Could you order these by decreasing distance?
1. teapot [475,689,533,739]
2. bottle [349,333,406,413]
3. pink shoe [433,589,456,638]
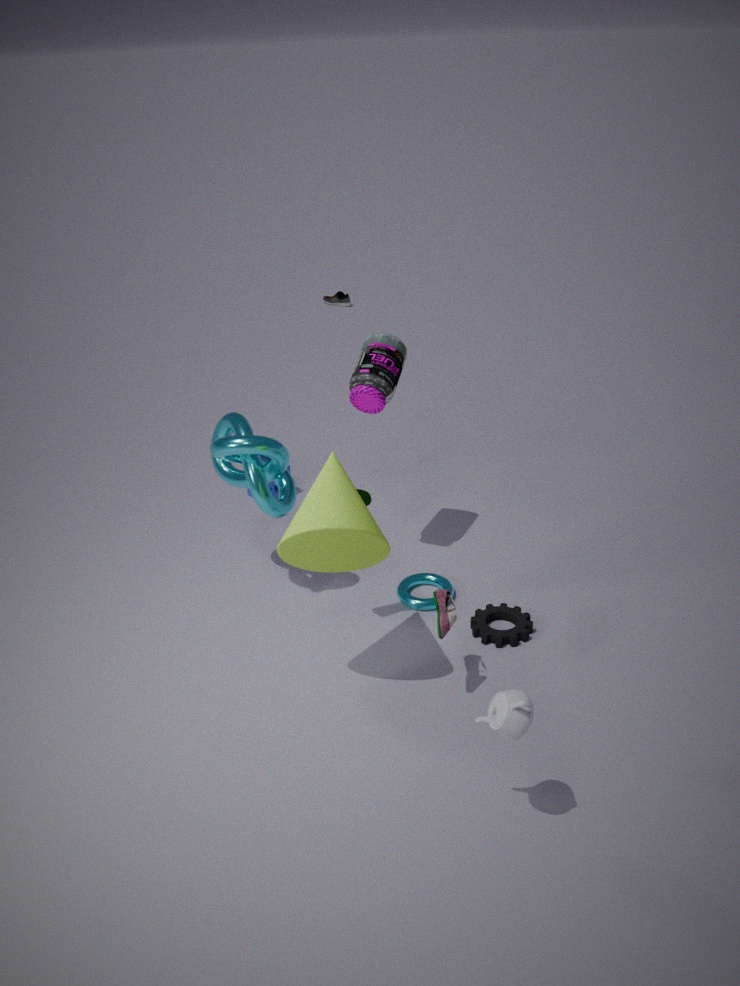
bottle [349,333,406,413], pink shoe [433,589,456,638], teapot [475,689,533,739]
